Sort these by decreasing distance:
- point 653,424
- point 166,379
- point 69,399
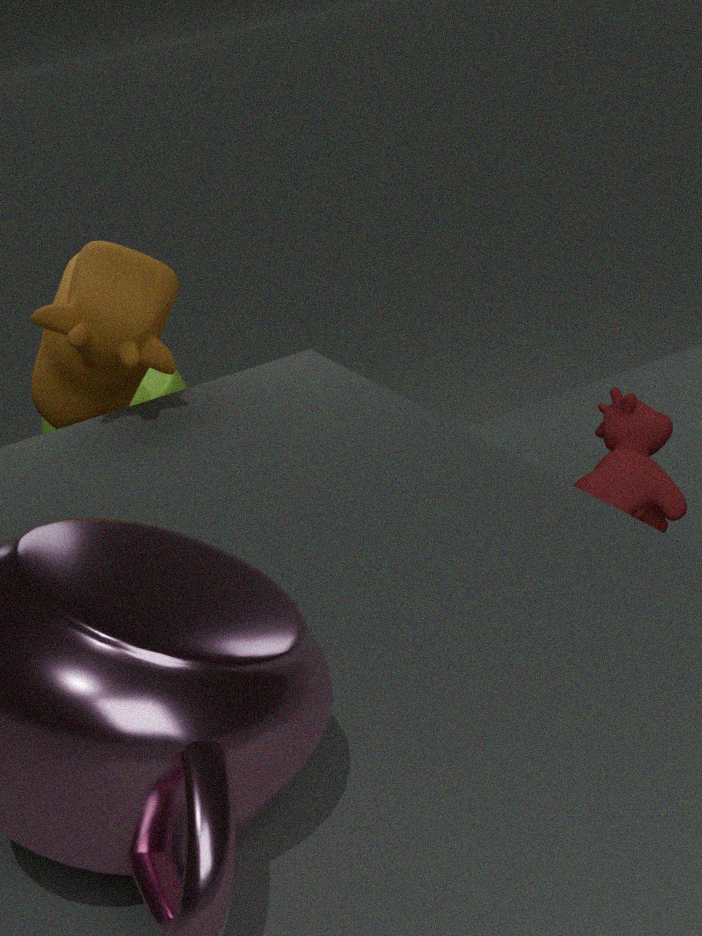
point 166,379, point 69,399, point 653,424
